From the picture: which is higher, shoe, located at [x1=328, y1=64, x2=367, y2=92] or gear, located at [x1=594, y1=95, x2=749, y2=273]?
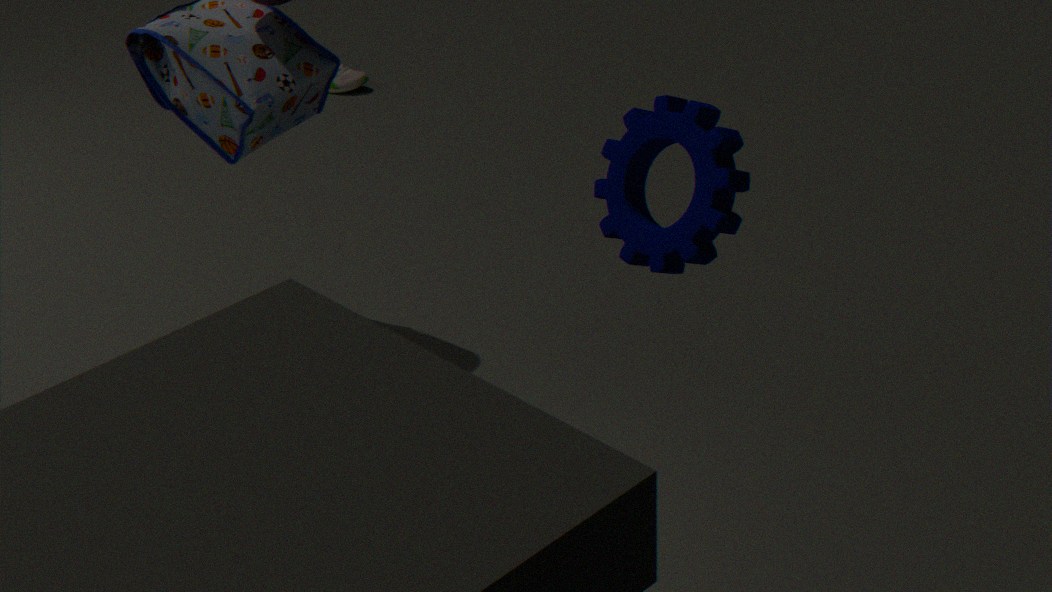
gear, located at [x1=594, y1=95, x2=749, y2=273]
